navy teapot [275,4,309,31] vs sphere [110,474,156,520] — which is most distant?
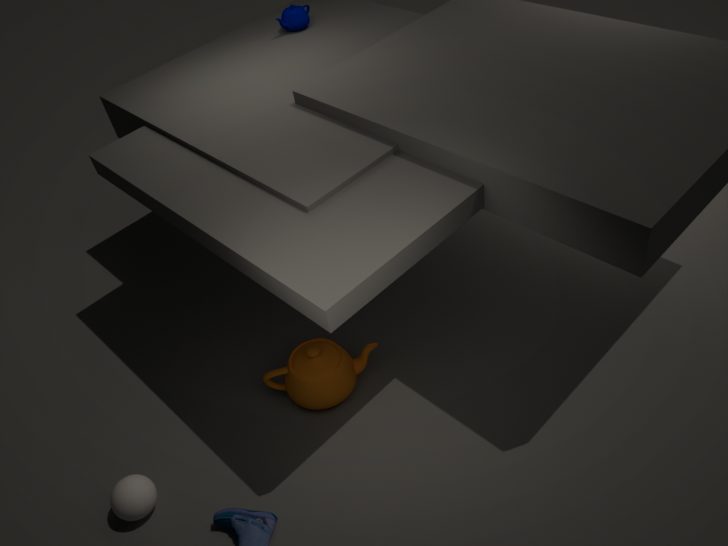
navy teapot [275,4,309,31]
